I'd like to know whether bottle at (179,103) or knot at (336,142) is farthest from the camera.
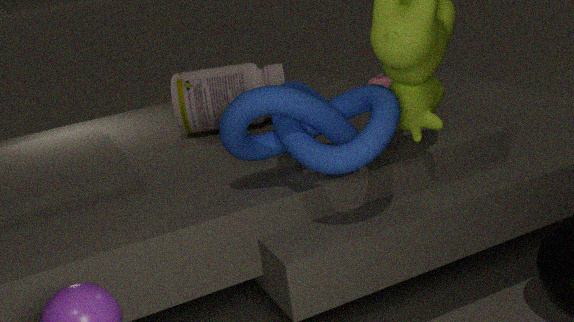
bottle at (179,103)
